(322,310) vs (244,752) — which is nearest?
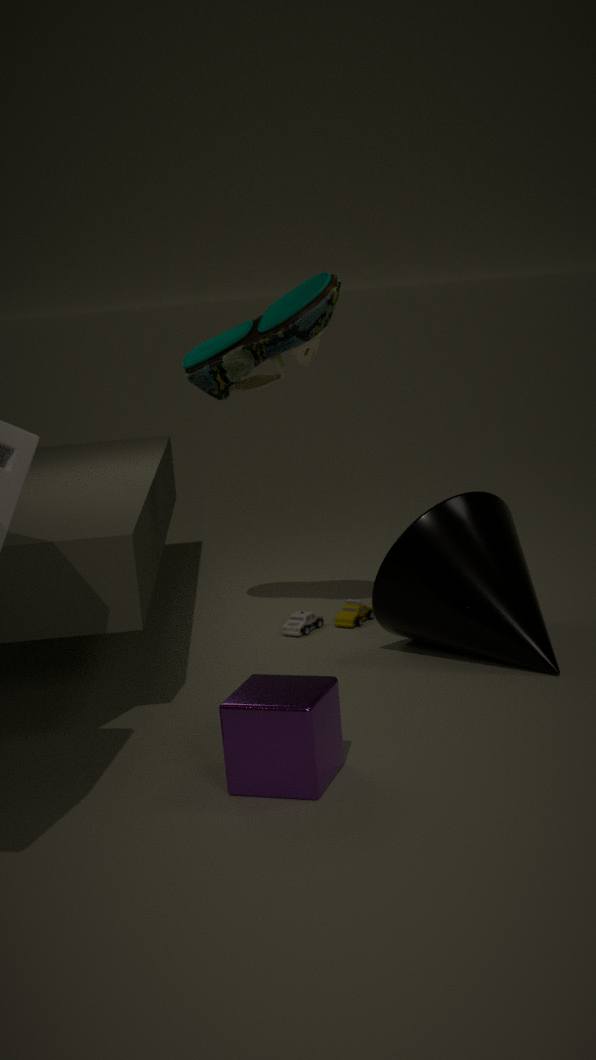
(244,752)
